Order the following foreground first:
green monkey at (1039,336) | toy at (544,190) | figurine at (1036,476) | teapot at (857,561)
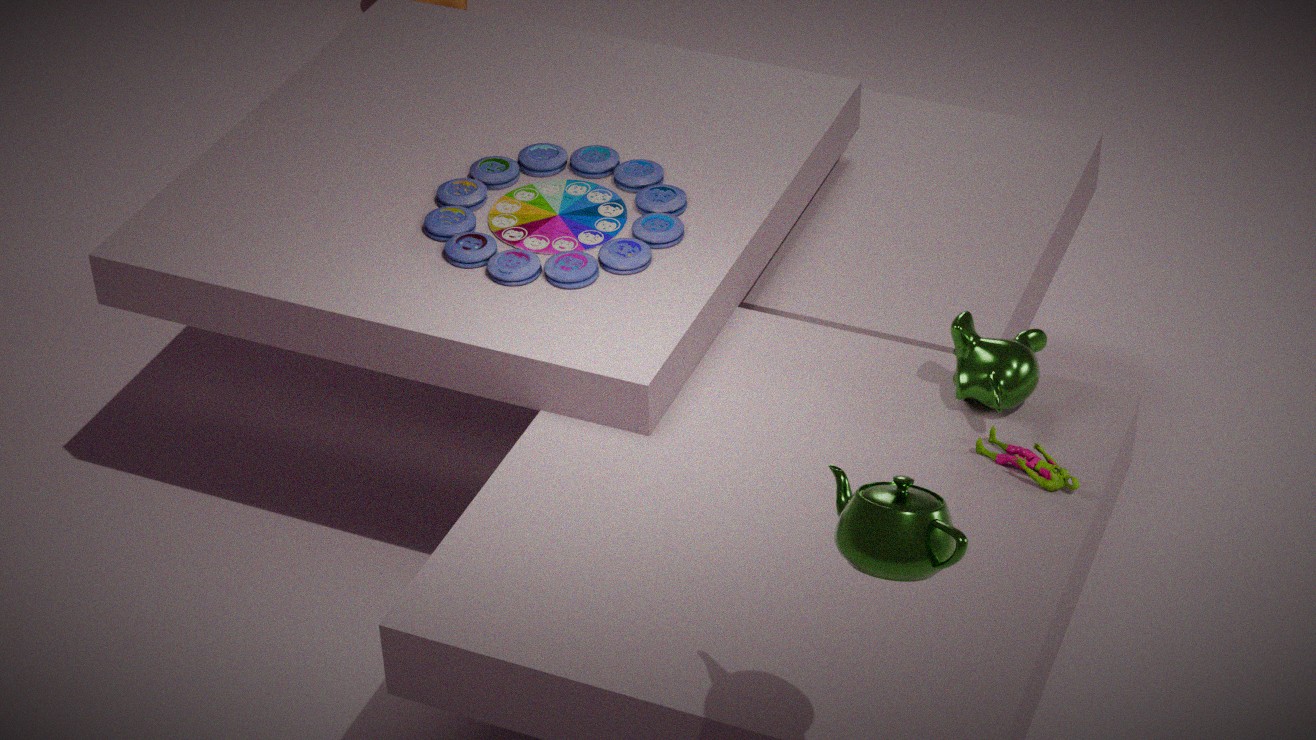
teapot at (857,561) < figurine at (1036,476) < green monkey at (1039,336) < toy at (544,190)
